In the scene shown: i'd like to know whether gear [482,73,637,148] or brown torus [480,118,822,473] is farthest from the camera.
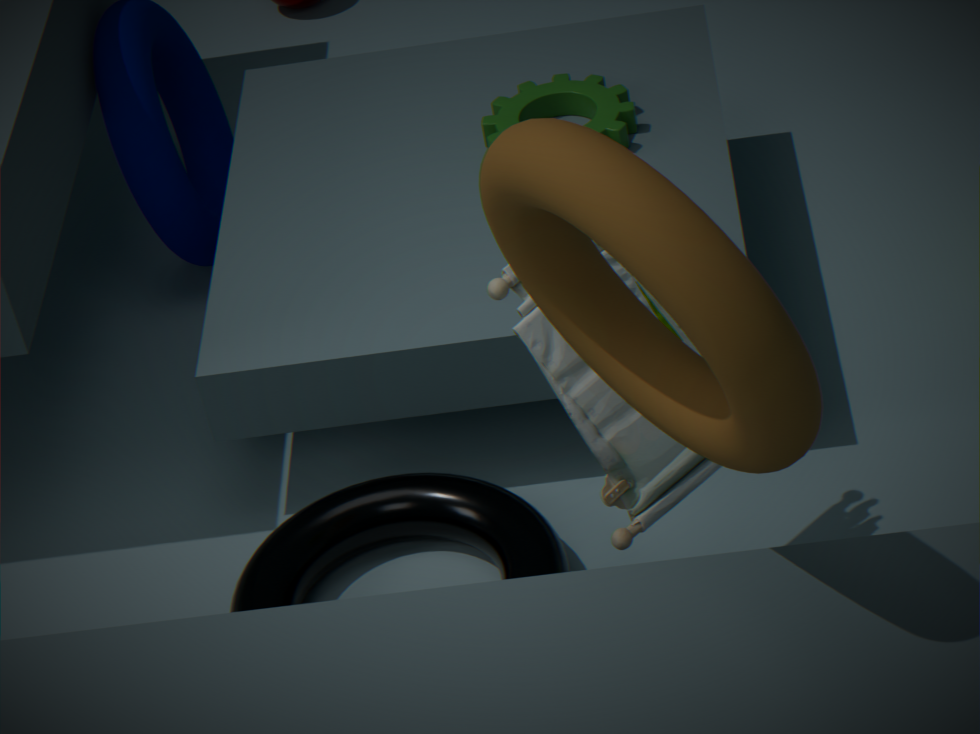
gear [482,73,637,148]
